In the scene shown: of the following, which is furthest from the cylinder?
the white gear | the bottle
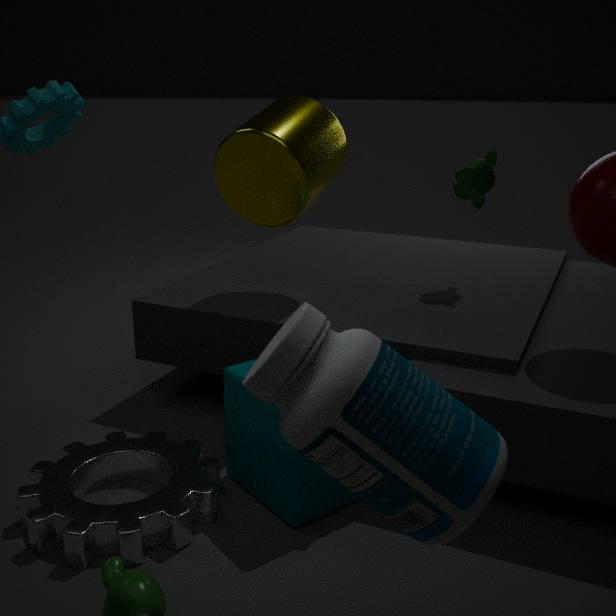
the bottle
